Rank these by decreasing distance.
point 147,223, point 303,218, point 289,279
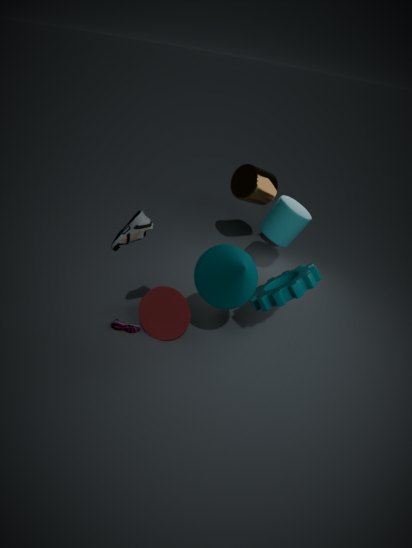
point 303,218, point 289,279, point 147,223
